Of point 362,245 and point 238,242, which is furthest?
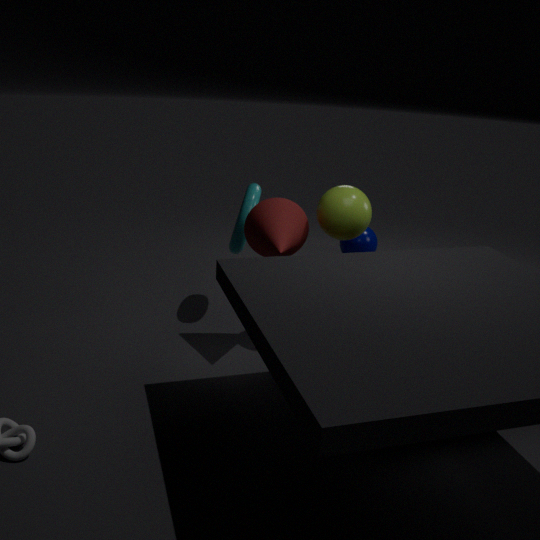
point 362,245
